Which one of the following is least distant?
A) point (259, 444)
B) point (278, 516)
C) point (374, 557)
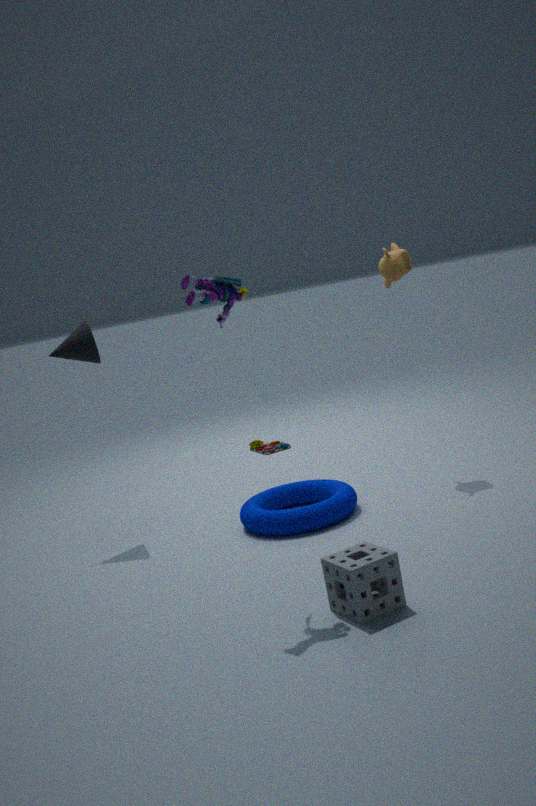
point (374, 557)
